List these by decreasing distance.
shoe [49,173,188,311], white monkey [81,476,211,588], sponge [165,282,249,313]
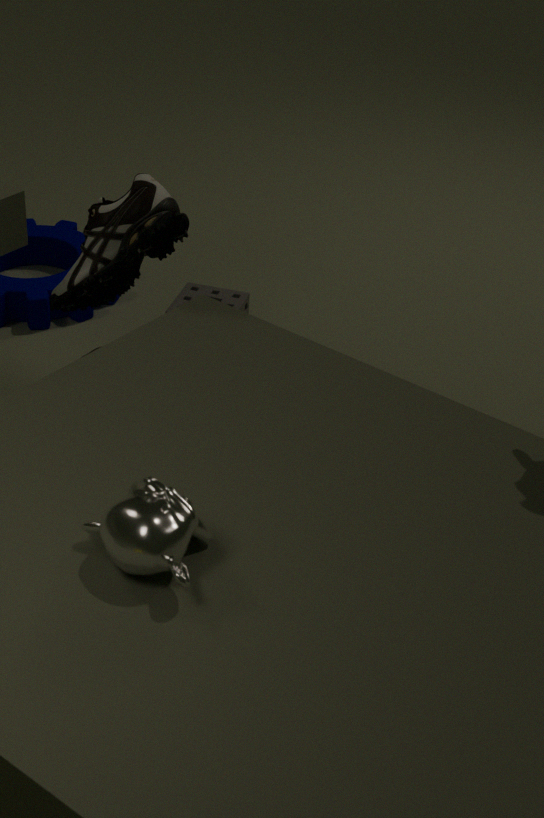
sponge [165,282,249,313], shoe [49,173,188,311], white monkey [81,476,211,588]
